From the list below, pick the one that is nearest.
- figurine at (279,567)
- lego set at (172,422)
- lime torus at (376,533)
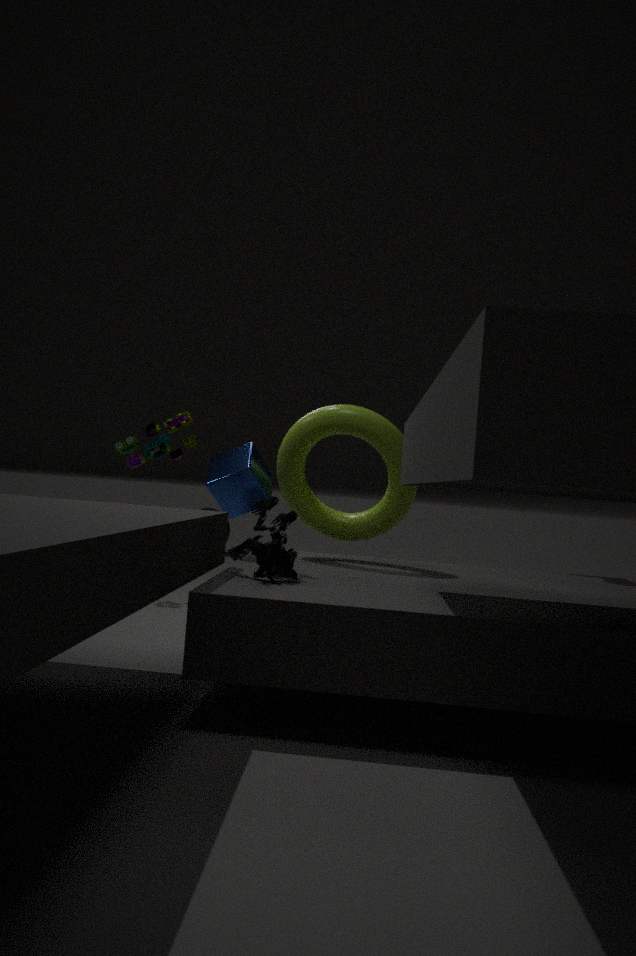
figurine at (279,567)
